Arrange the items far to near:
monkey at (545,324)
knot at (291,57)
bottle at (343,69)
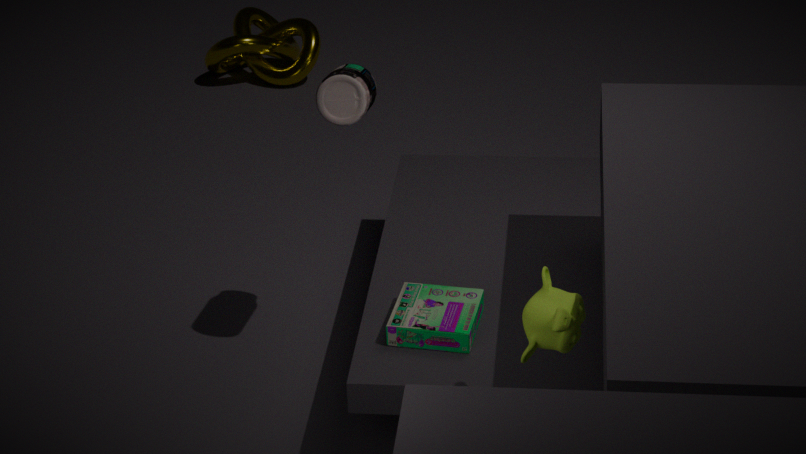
knot at (291,57)
bottle at (343,69)
monkey at (545,324)
